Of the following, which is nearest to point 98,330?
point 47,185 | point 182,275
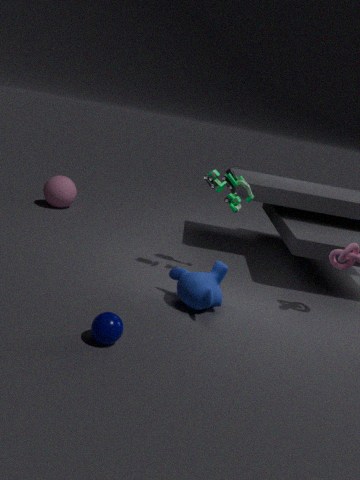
point 182,275
